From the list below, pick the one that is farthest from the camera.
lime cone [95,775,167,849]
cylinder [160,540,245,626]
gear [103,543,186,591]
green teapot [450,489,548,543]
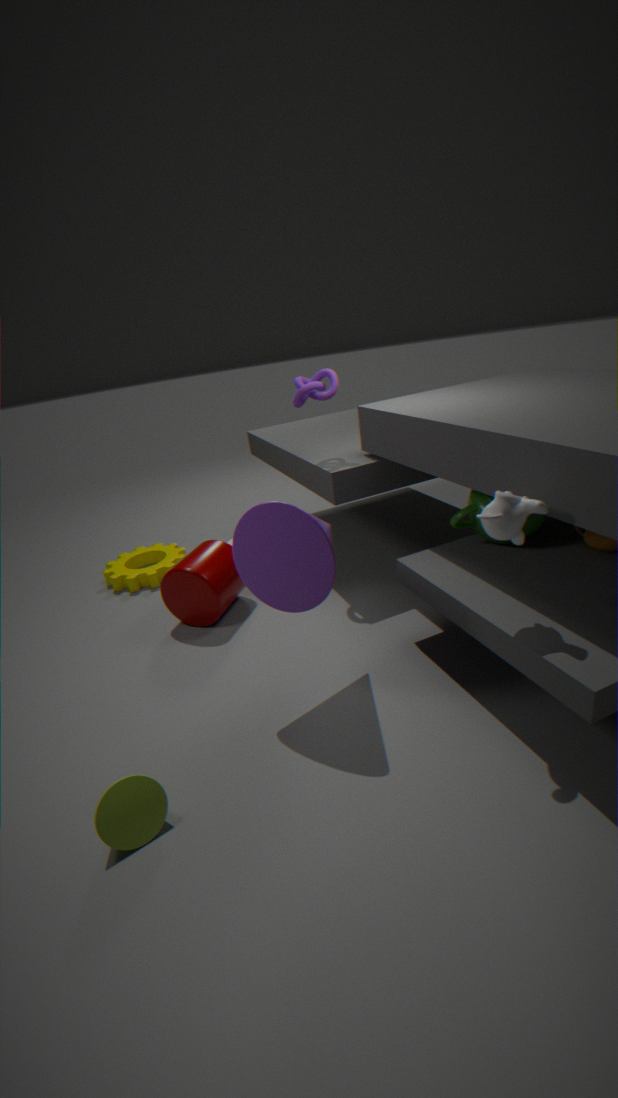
gear [103,543,186,591]
